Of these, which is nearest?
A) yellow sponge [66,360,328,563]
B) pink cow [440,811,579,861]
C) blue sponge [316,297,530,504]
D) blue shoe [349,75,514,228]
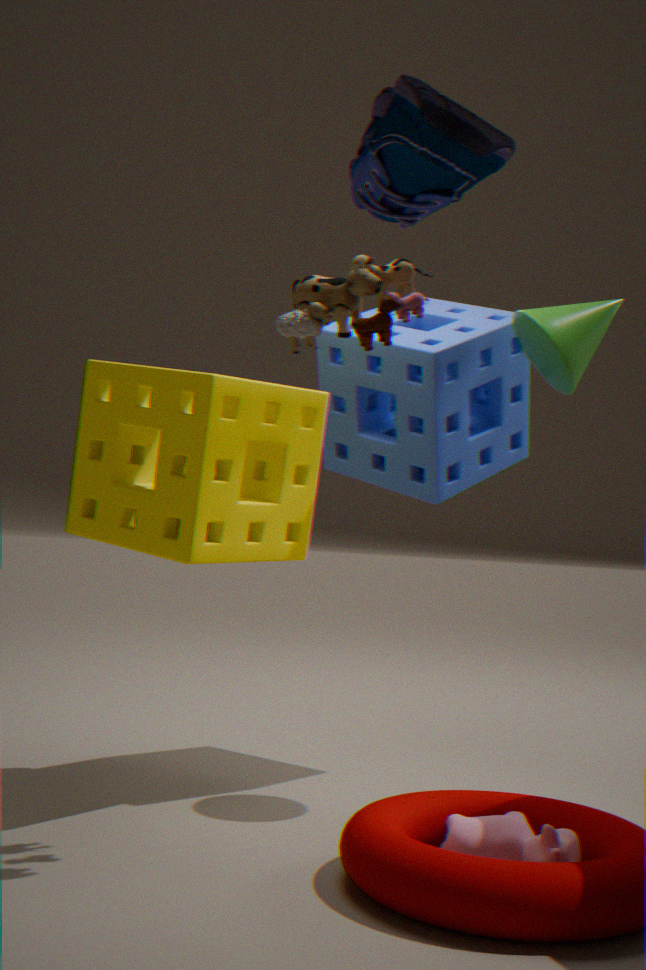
blue shoe [349,75,514,228]
